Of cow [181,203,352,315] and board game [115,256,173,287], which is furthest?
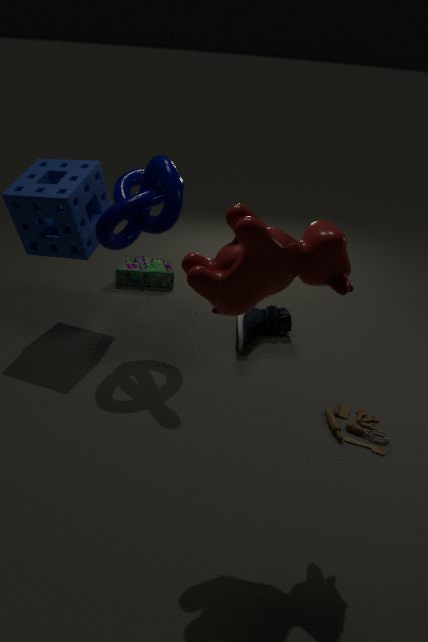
board game [115,256,173,287]
